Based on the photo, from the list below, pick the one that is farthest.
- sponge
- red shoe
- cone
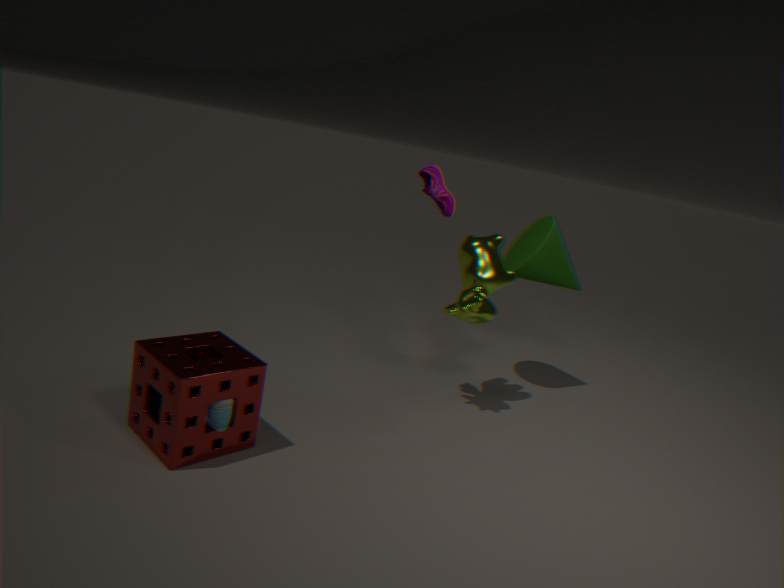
cone
